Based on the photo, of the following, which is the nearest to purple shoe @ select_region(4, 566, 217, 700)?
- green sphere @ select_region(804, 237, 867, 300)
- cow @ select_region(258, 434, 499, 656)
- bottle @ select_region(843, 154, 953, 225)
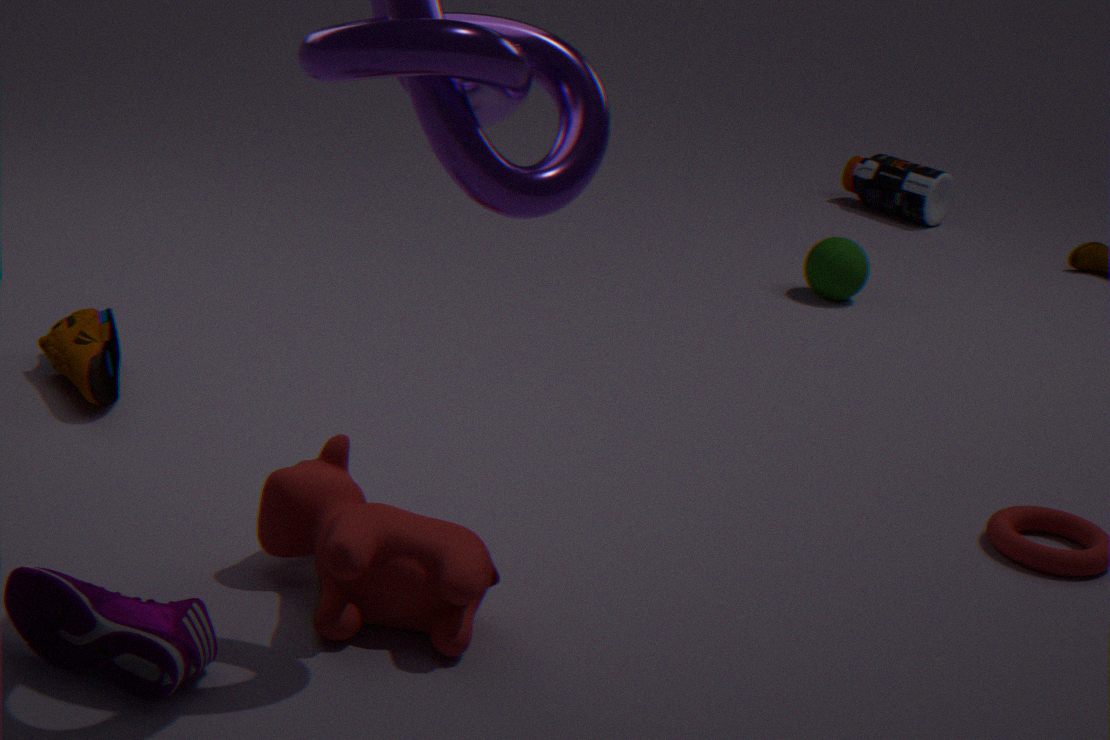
cow @ select_region(258, 434, 499, 656)
